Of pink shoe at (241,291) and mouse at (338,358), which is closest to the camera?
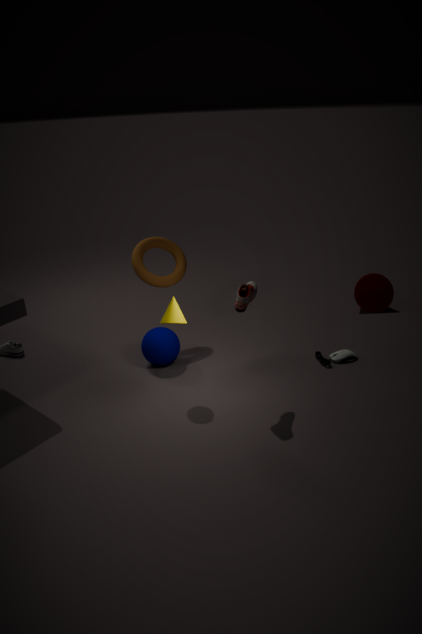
pink shoe at (241,291)
